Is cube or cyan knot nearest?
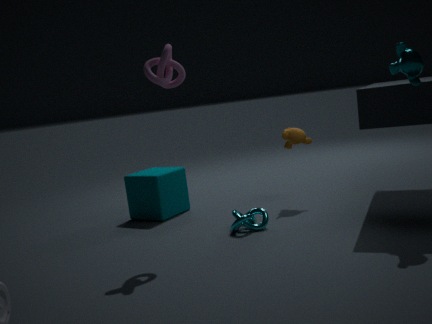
cyan knot
